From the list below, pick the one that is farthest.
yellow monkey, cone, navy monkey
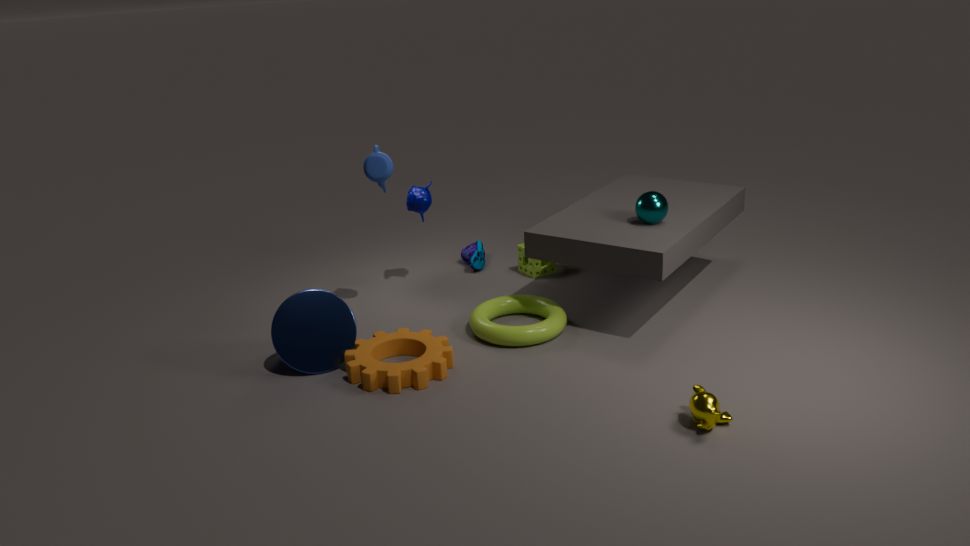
navy monkey
